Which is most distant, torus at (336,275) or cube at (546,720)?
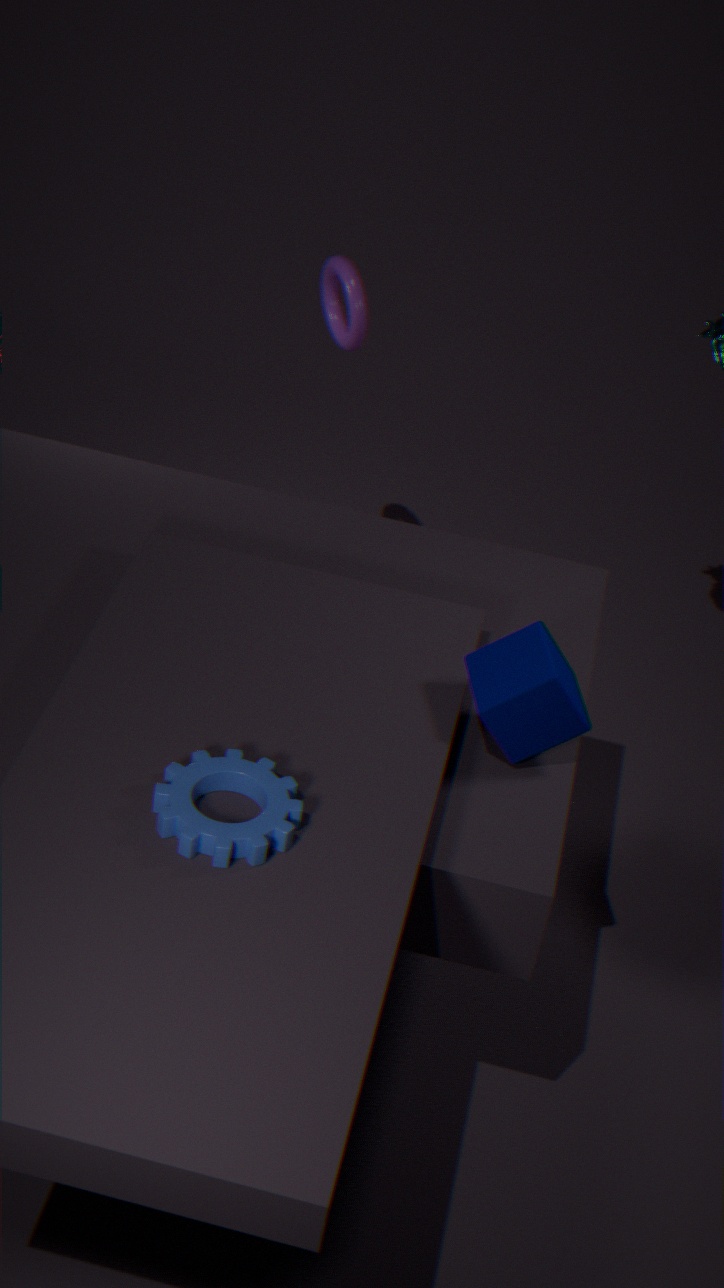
torus at (336,275)
